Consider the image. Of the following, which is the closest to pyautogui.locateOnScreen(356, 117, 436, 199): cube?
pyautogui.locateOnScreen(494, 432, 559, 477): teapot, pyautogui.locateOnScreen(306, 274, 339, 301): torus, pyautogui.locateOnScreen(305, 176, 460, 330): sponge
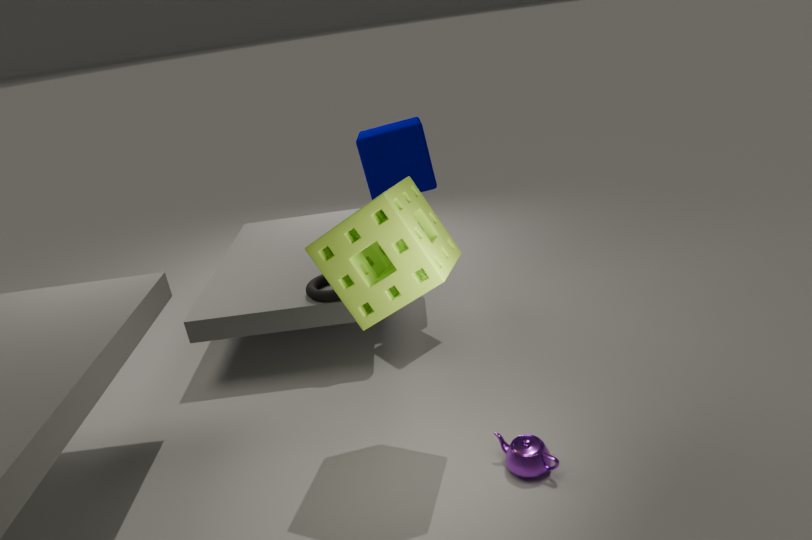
pyautogui.locateOnScreen(306, 274, 339, 301): torus
